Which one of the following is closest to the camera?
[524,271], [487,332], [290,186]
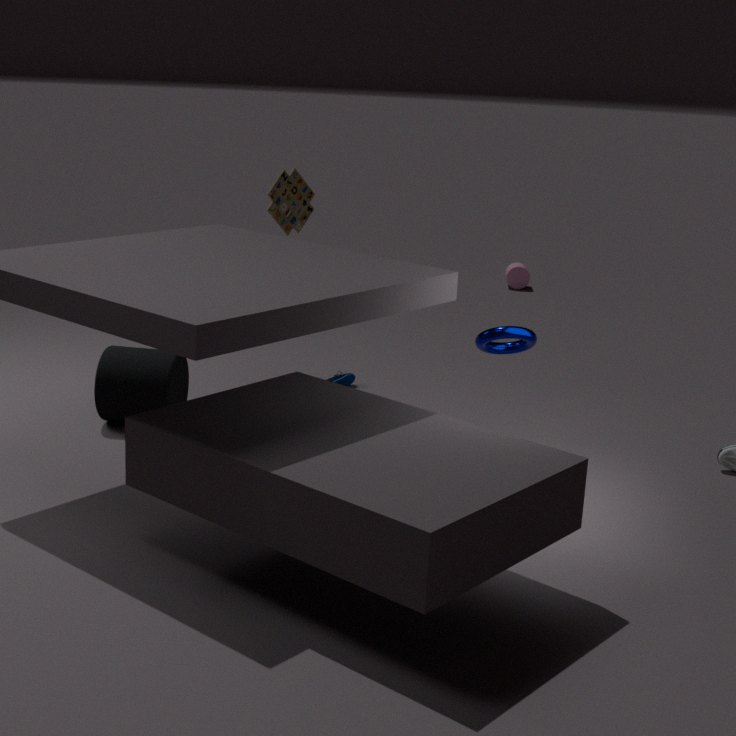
[487,332]
